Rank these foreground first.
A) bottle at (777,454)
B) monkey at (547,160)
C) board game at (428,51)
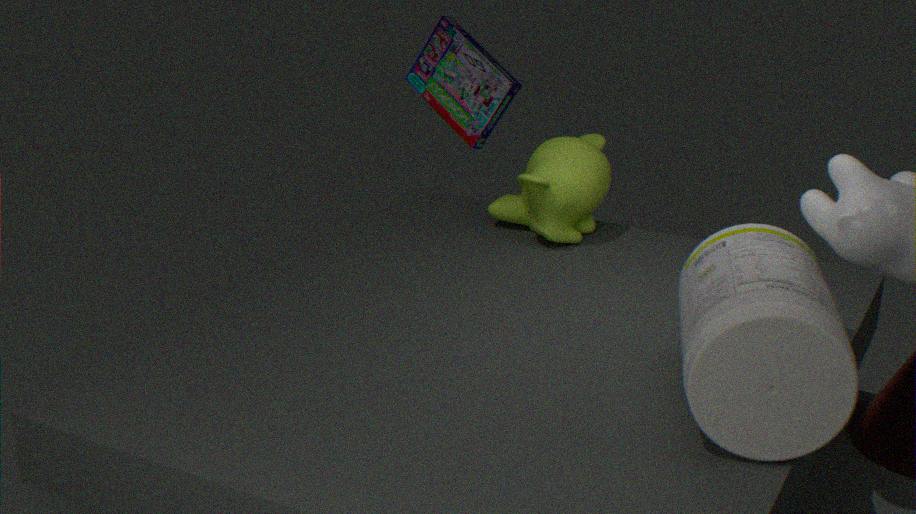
bottle at (777,454) < monkey at (547,160) < board game at (428,51)
